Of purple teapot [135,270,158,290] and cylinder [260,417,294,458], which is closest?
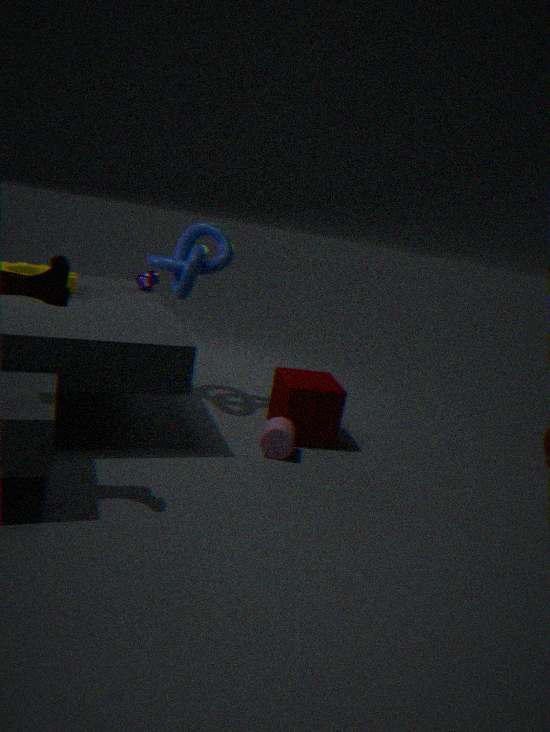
cylinder [260,417,294,458]
